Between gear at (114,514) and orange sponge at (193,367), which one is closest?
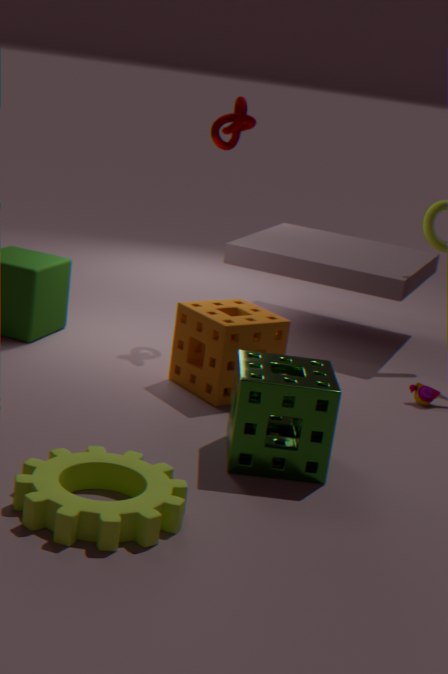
gear at (114,514)
